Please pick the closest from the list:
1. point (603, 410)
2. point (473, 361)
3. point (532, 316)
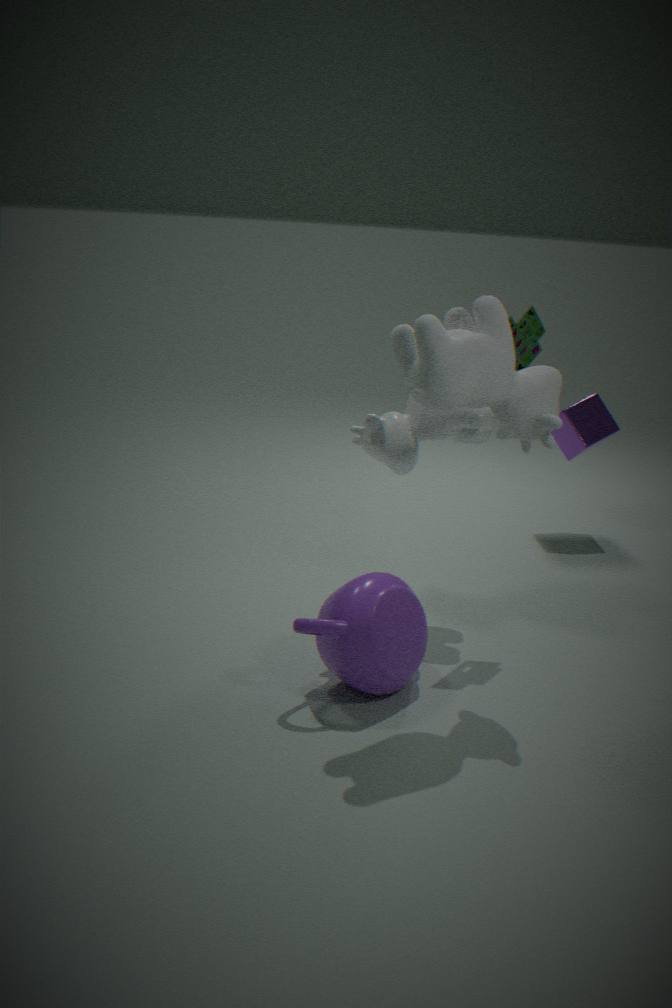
point (473, 361)
